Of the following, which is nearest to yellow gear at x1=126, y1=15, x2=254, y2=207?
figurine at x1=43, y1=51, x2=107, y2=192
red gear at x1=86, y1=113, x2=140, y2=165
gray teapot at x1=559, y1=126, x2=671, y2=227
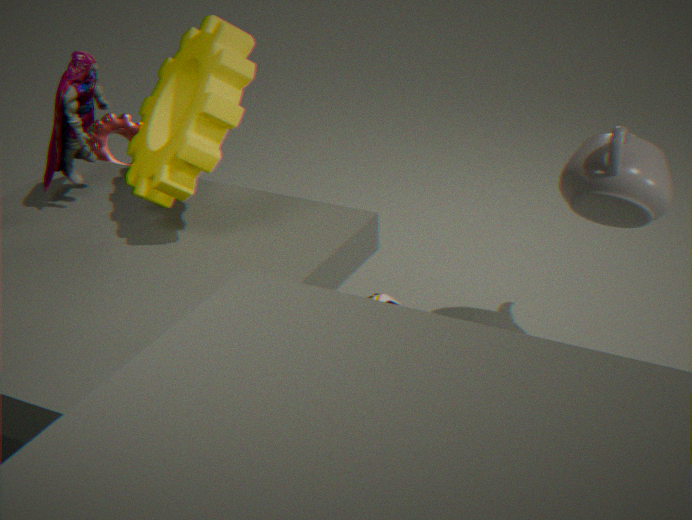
figurine at x1=43, y1=51, x2=107, y2=192
